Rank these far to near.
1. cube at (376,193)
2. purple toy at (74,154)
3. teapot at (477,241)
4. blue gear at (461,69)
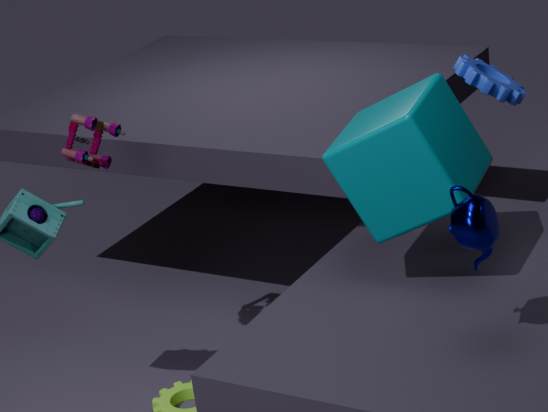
blue gear at (461,69), purple toy at (74,154), cube at (376,193), teapot at (477,241)
